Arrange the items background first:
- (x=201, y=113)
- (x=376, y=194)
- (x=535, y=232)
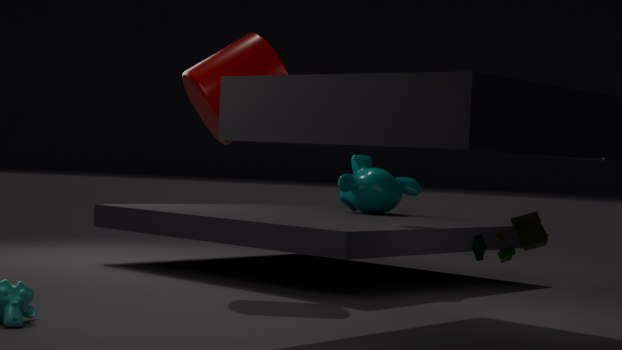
(x=376, y=194), (x=201, y=113), (x=535, y=232)
